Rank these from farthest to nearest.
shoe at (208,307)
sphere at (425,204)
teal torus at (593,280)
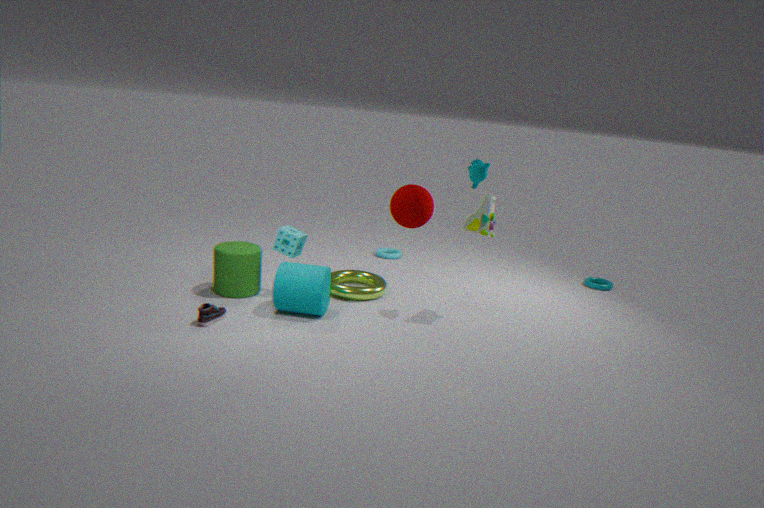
teal torus at (593,280), sphere at (425,204), shoe at (208,307)
